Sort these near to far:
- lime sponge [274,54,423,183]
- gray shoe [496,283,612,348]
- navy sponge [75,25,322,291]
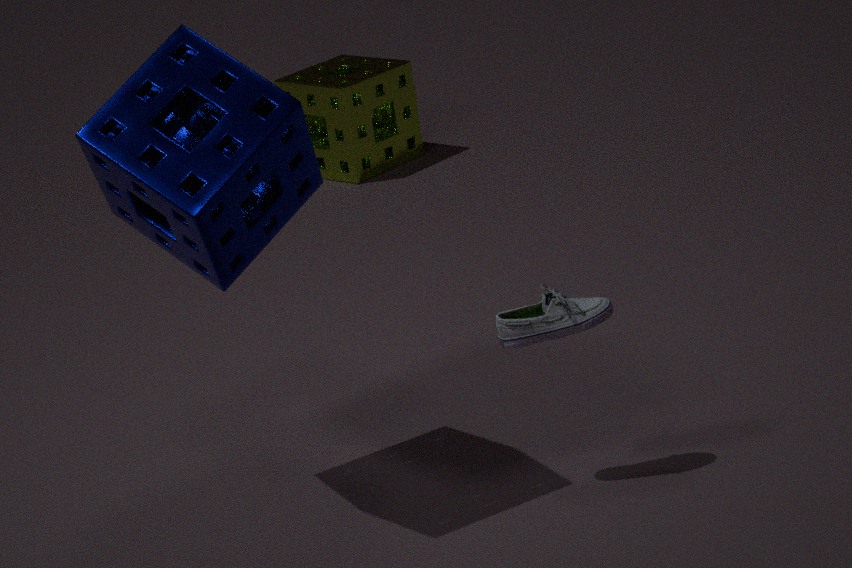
1. navy sponge [75,25,322,291]
2. gray shoe [496,283,612,348]
3. lime sponge [274,54,423,183]
